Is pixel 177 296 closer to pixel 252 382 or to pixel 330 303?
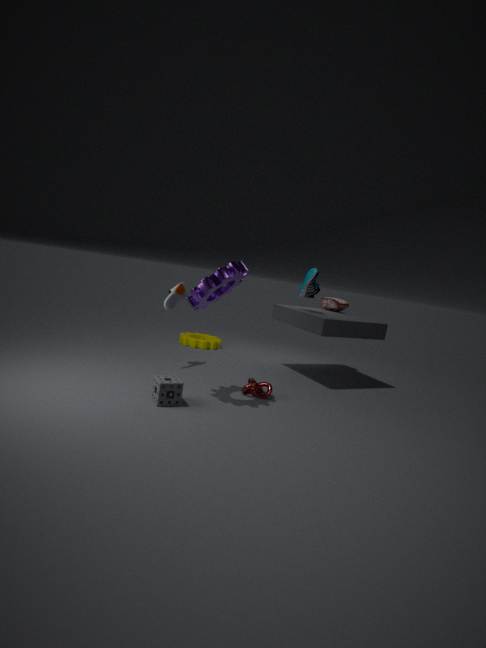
pixel 252 382
